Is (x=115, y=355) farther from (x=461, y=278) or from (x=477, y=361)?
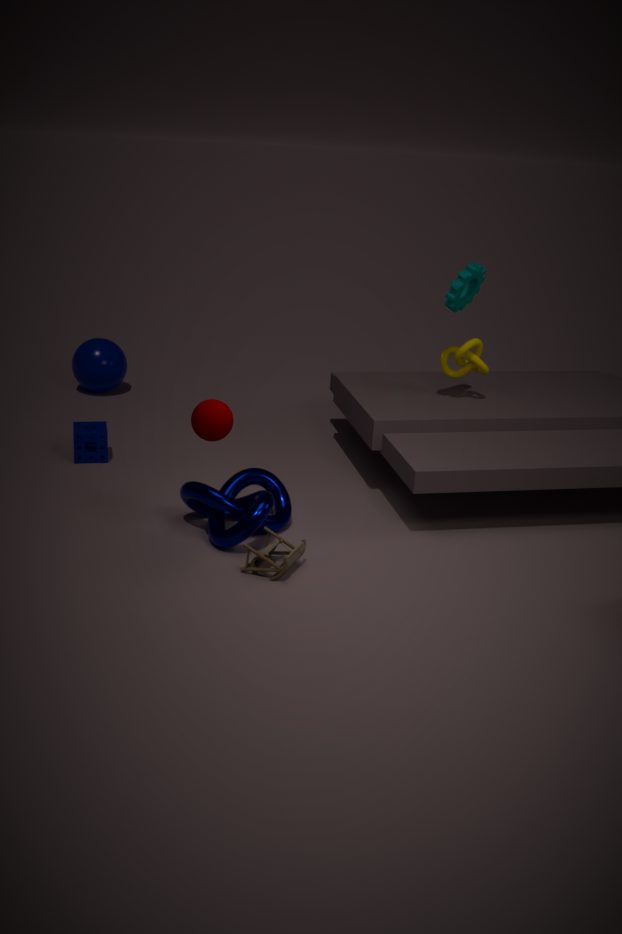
(x=461, y=278)
